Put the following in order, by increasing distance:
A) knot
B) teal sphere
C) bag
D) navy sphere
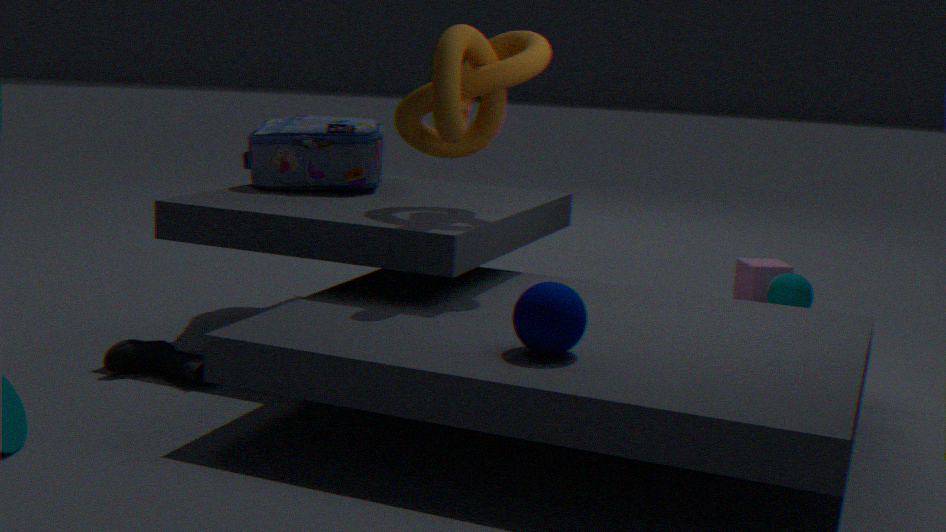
1. navy sphere
2. knot
3. bag
4. teal sphere
